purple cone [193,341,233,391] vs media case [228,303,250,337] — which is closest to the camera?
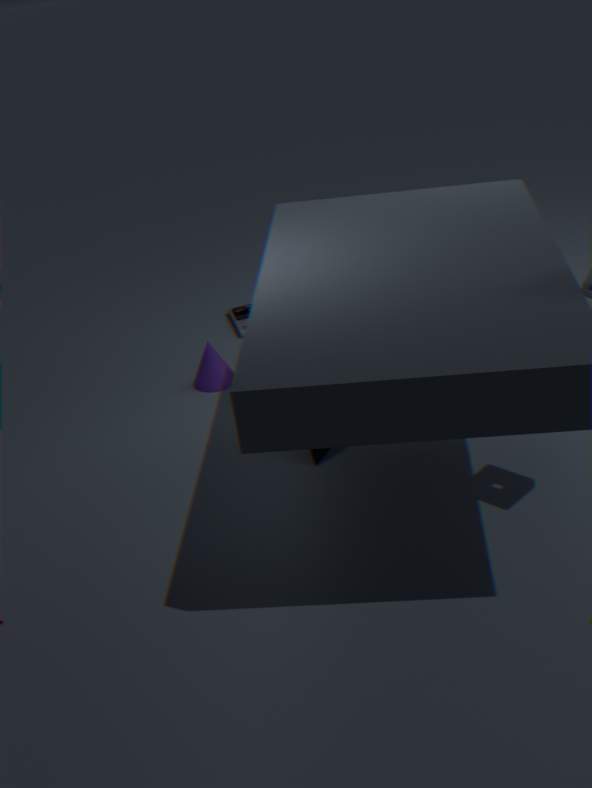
purple cone [193,341,233,391]
